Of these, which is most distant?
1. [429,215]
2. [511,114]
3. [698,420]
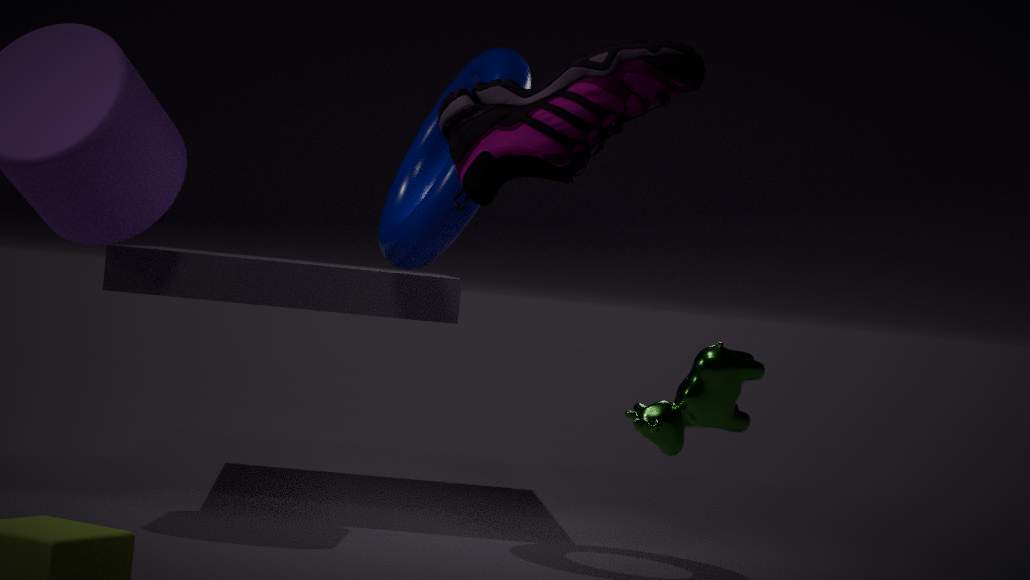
[429,215]
